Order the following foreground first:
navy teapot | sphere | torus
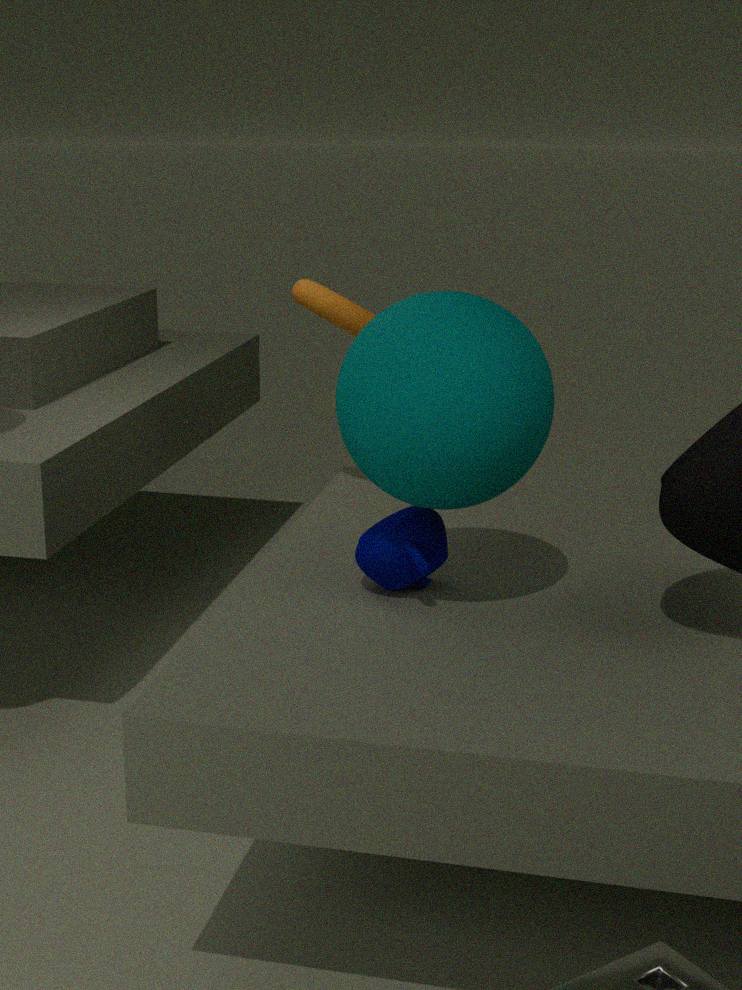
sphere
navy teapot
torus
